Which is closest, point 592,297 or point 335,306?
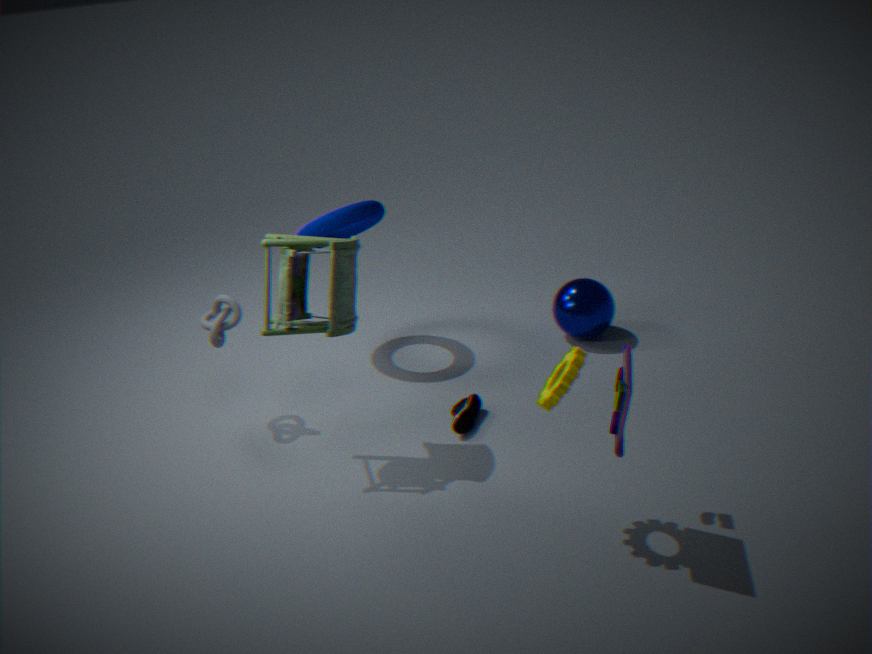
point 335,306
